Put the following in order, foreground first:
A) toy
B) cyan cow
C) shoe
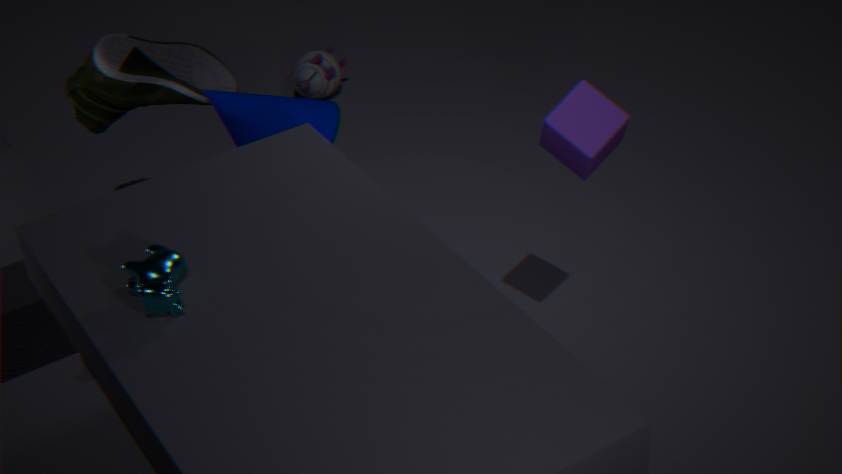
cyan cow → shoe → toy
